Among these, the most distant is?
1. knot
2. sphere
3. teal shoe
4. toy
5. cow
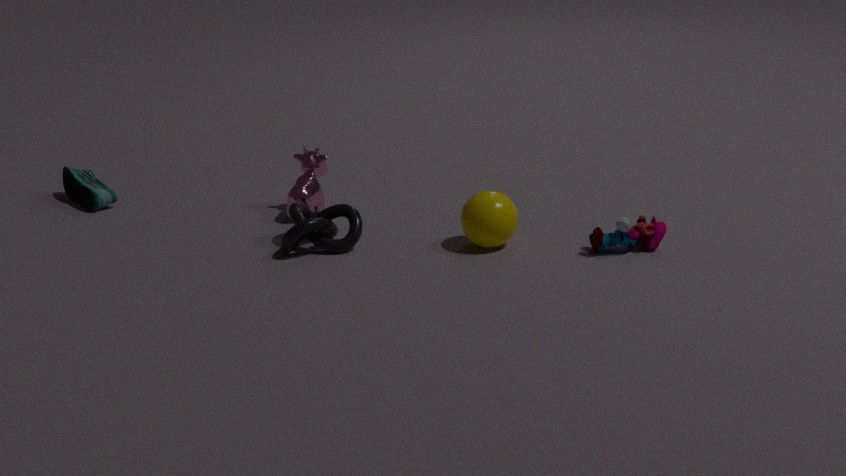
teal shoe
